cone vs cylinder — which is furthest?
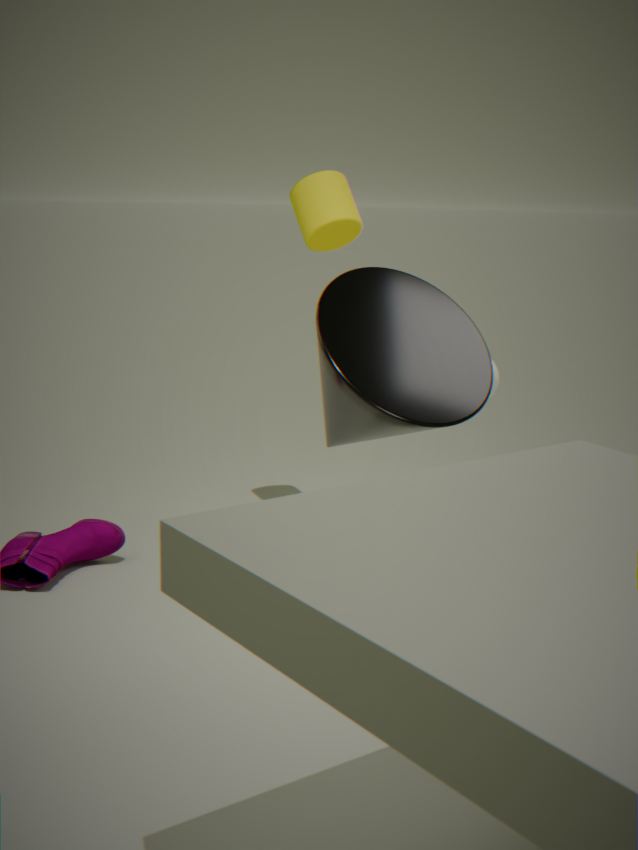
cylinder
